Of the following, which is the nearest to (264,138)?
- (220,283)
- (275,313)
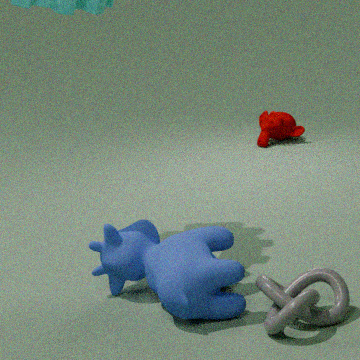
(220,283)
